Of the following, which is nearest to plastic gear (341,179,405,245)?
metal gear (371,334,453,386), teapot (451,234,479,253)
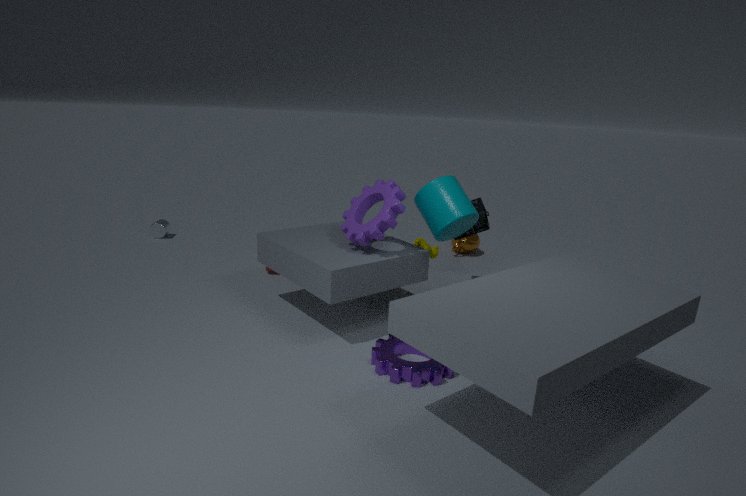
metal gear (371,334,453,386)
